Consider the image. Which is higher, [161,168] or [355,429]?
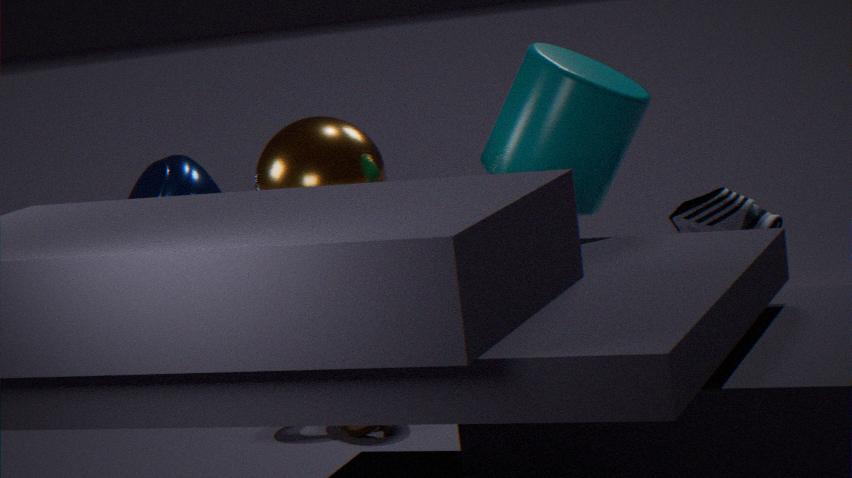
[161,168]
